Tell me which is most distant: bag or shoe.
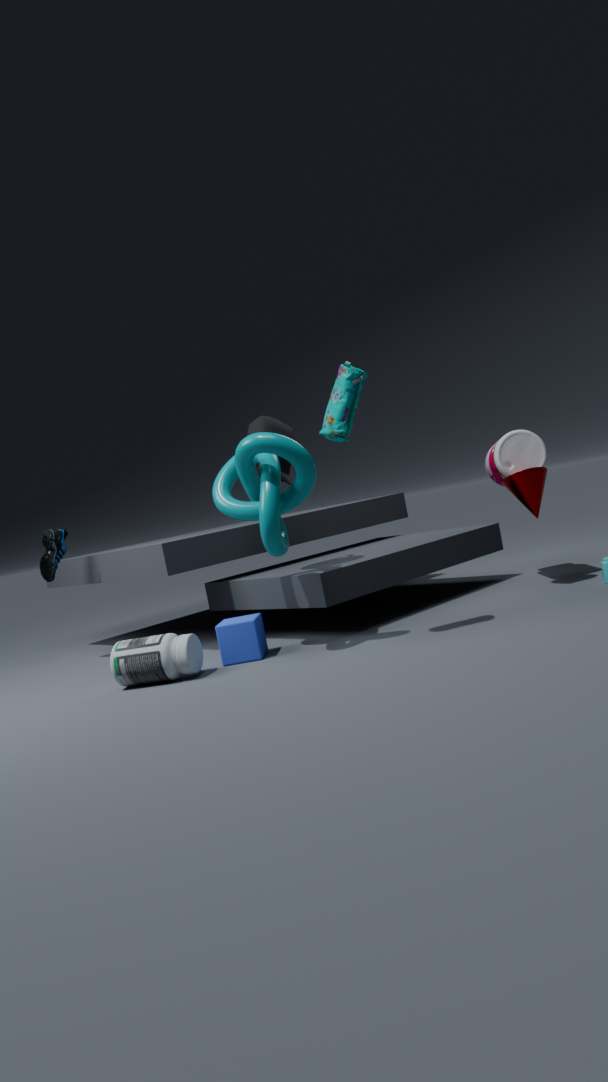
shoe
